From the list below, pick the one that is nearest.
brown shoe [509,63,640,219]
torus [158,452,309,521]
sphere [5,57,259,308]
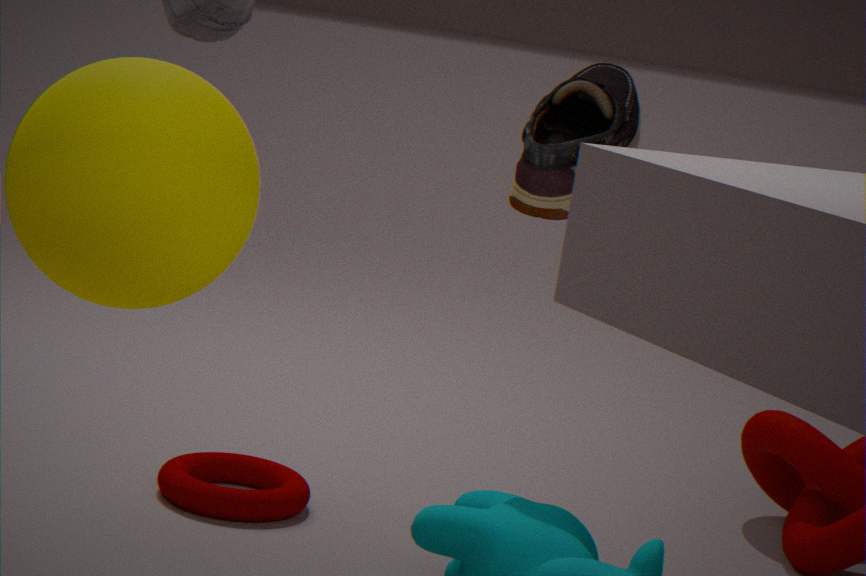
sphere [5,57,259,308]
